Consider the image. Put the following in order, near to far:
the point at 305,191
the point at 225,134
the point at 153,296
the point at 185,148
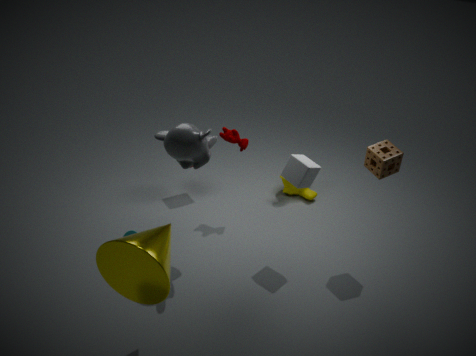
1. the point at 153,296
2. the point at 185,148
3. the point at 225,134
4. the point at 305,191
